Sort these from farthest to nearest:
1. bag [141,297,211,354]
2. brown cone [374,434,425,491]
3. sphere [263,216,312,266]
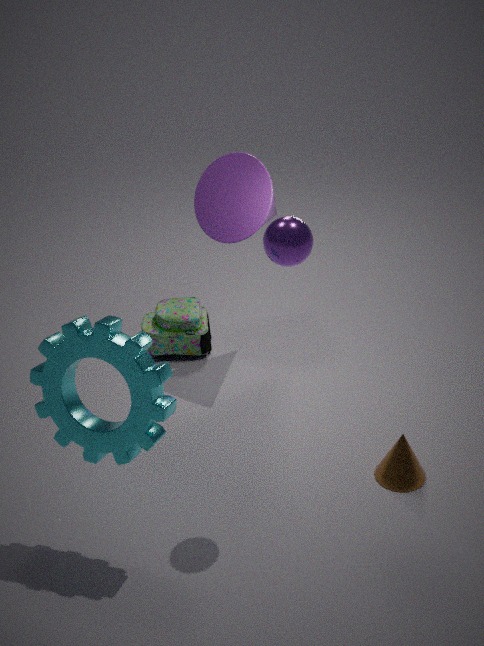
bag [141,297,211,354], brown cone [374,434,425,491], sphere [263,216,312,266]
